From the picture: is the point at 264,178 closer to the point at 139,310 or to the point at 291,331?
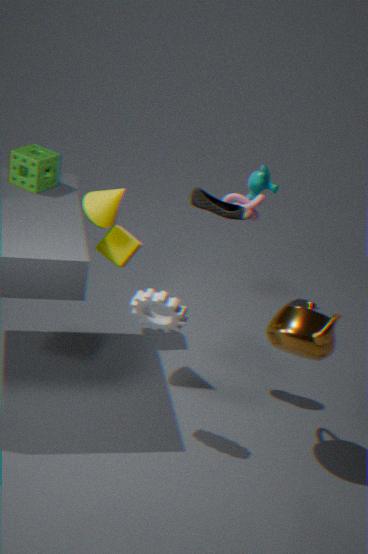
the point at 291,331
